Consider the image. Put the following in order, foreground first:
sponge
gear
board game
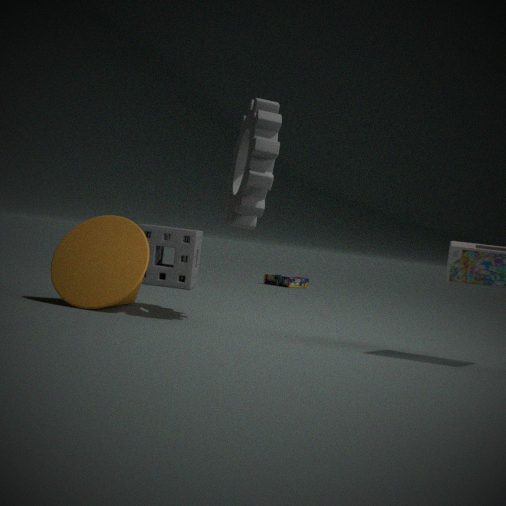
1. gear
2. sponge
3. board game
